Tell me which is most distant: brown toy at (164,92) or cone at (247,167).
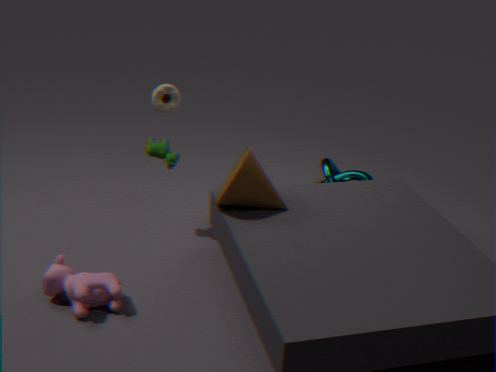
brown toy at (164,92)
